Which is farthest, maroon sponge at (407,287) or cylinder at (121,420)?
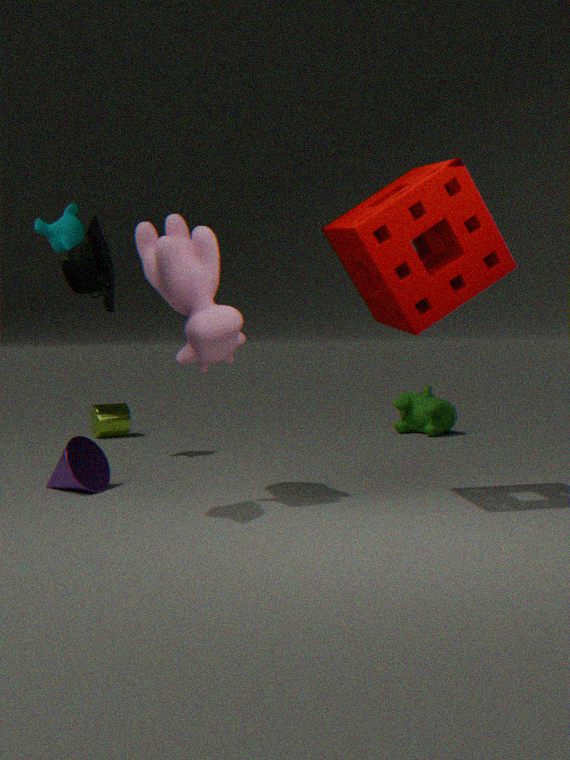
cylinder at (121,420)
